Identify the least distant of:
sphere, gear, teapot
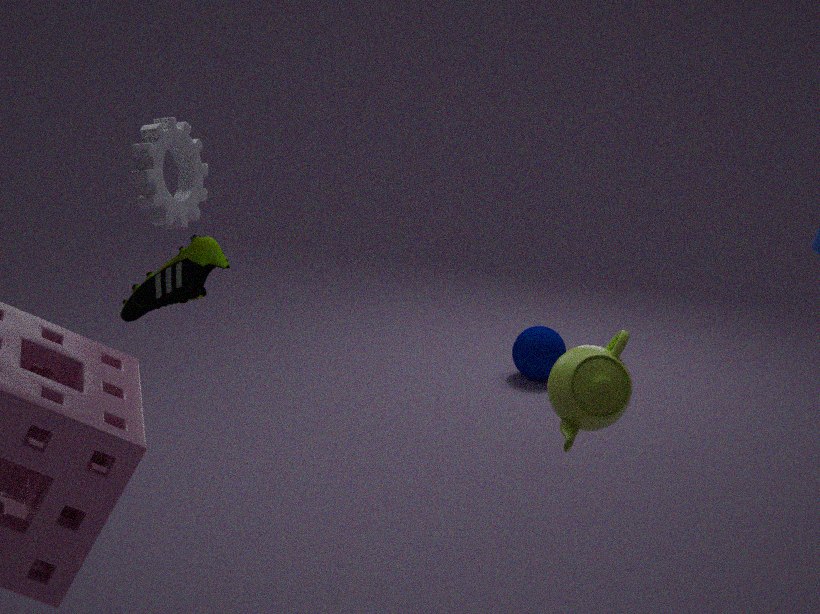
teapot
